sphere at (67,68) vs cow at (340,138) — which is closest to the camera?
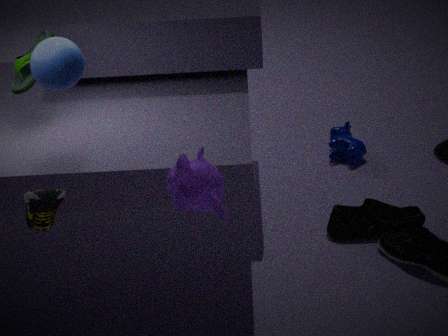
sphere at (67,68)
